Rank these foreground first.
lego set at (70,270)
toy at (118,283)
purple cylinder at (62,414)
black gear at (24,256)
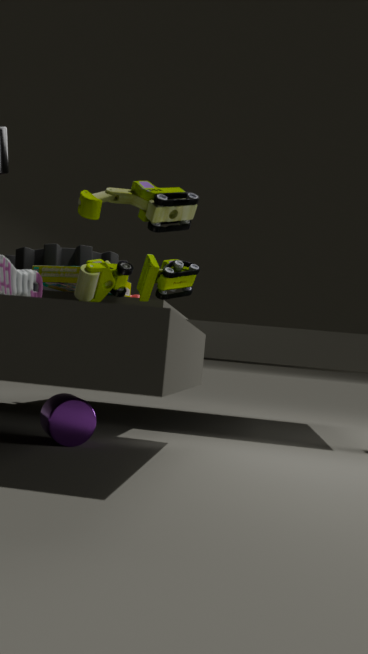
1. toy at (118,283)
2. purple cylinder at (62,414)
3. lego set at (70,270)
4. black gear at (24,256)
